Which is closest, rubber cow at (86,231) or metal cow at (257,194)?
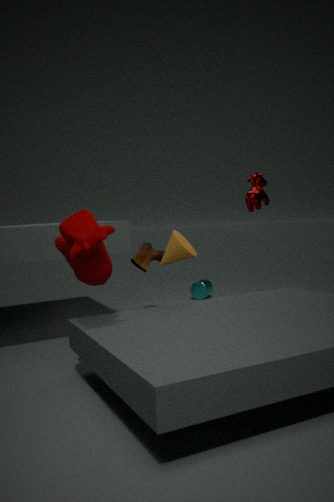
rubber cow at (86,231)
